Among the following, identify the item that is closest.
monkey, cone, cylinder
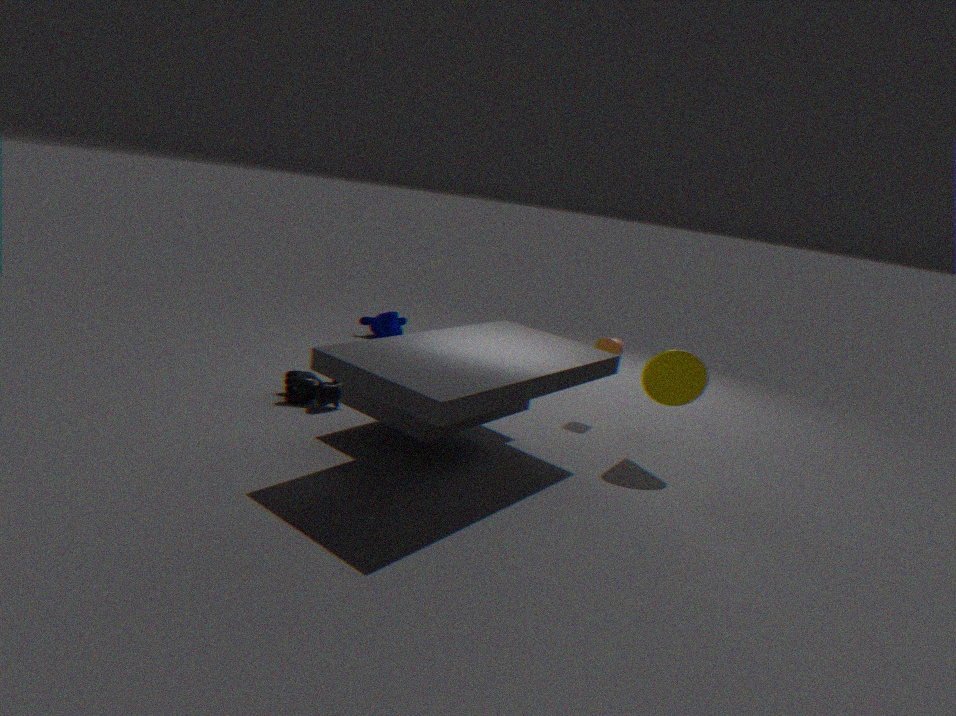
cone
